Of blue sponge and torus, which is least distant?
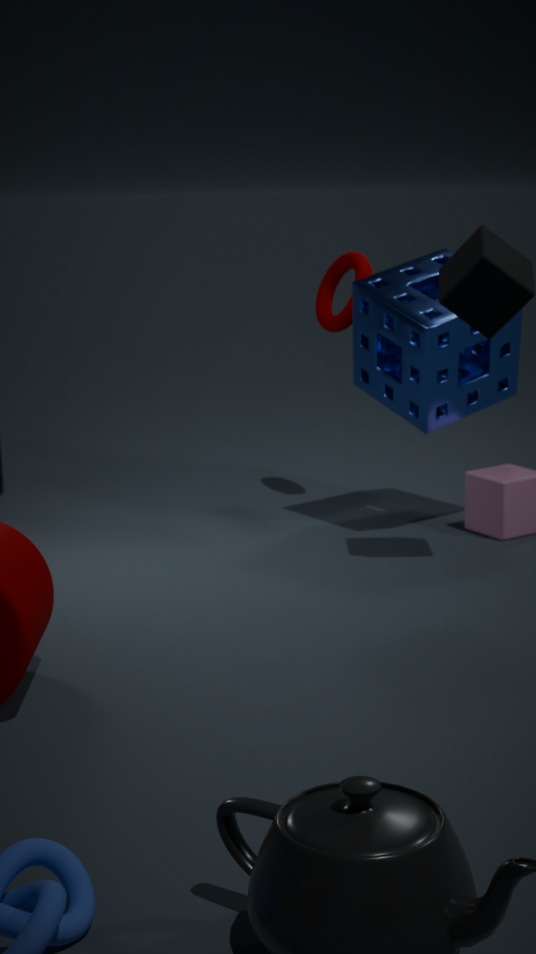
blue sponge
